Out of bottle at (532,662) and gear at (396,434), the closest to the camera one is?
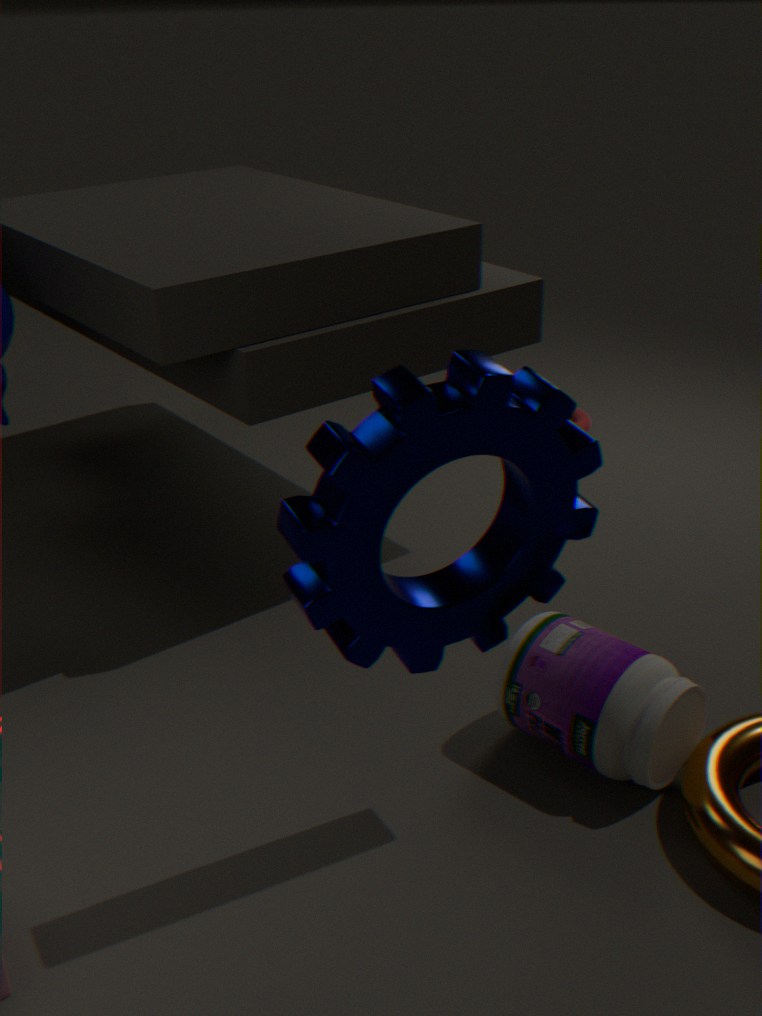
gear at (396,434)
